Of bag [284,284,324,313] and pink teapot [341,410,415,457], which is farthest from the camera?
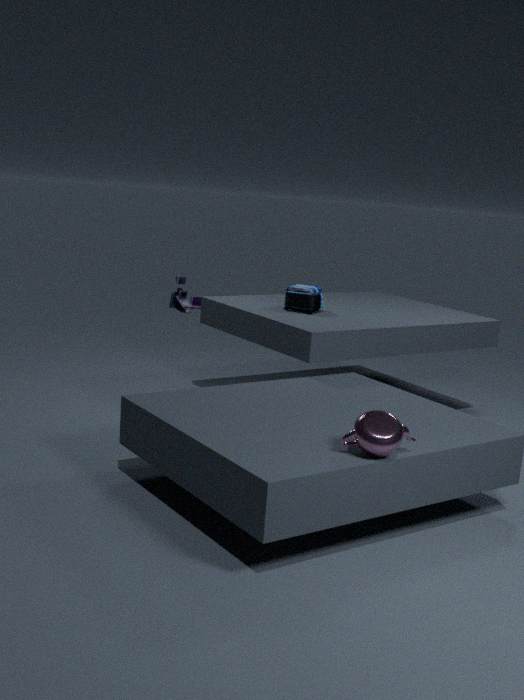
bag [284,284,324,313]
